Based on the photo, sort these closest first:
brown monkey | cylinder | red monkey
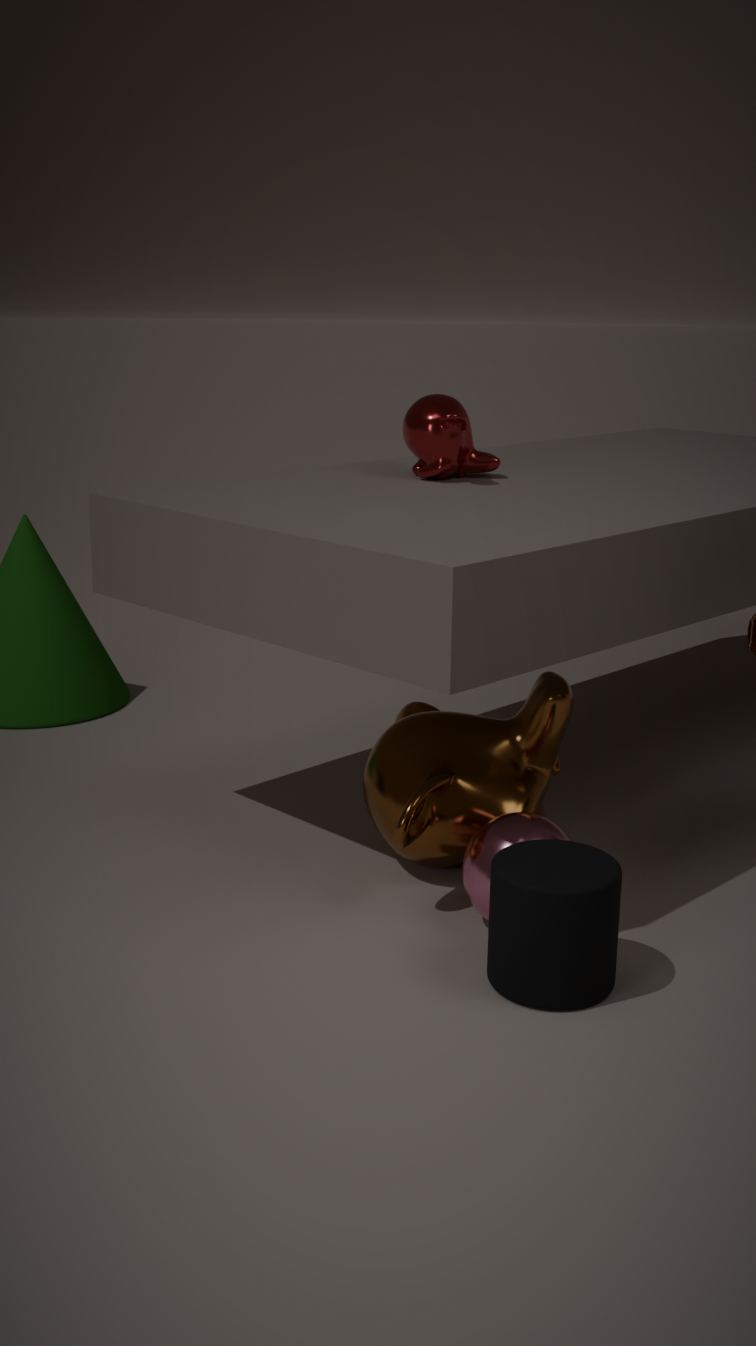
cylinder → brown monkey → red monkey
